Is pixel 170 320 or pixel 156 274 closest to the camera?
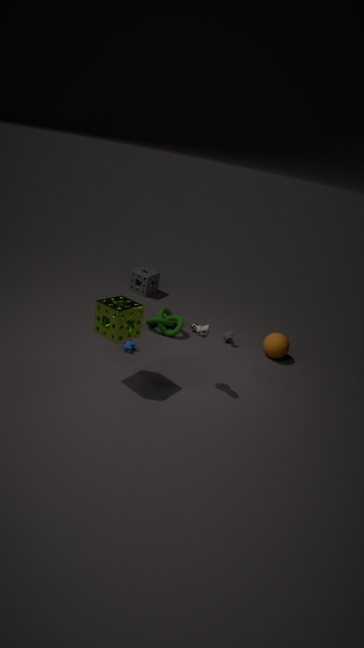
pixel 170 320
